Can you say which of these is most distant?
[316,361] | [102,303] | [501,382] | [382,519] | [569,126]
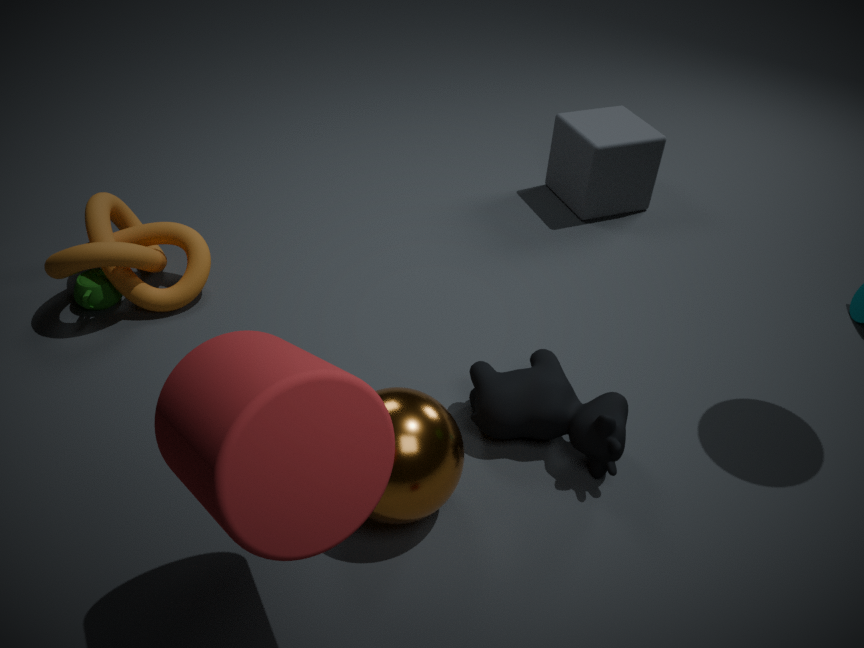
[569,126]
